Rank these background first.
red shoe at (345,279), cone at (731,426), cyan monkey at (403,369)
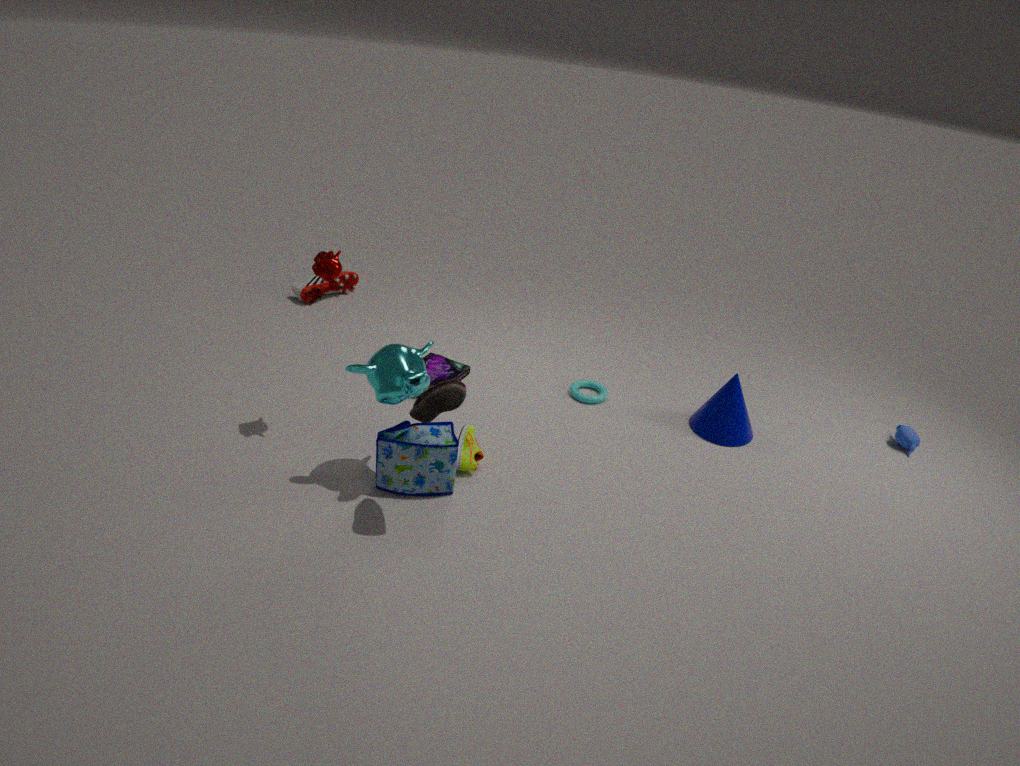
1. red shoe at (345,279)
2. cone at (731,426)
3. cyan monkey at (403,369)
